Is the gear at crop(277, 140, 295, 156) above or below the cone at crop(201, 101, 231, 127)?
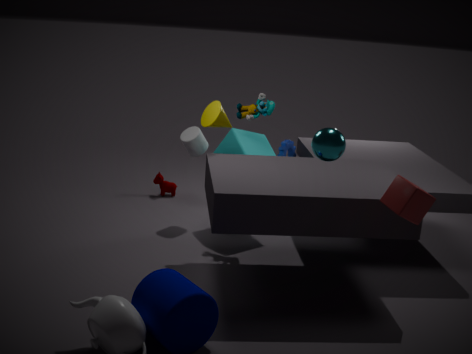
below
